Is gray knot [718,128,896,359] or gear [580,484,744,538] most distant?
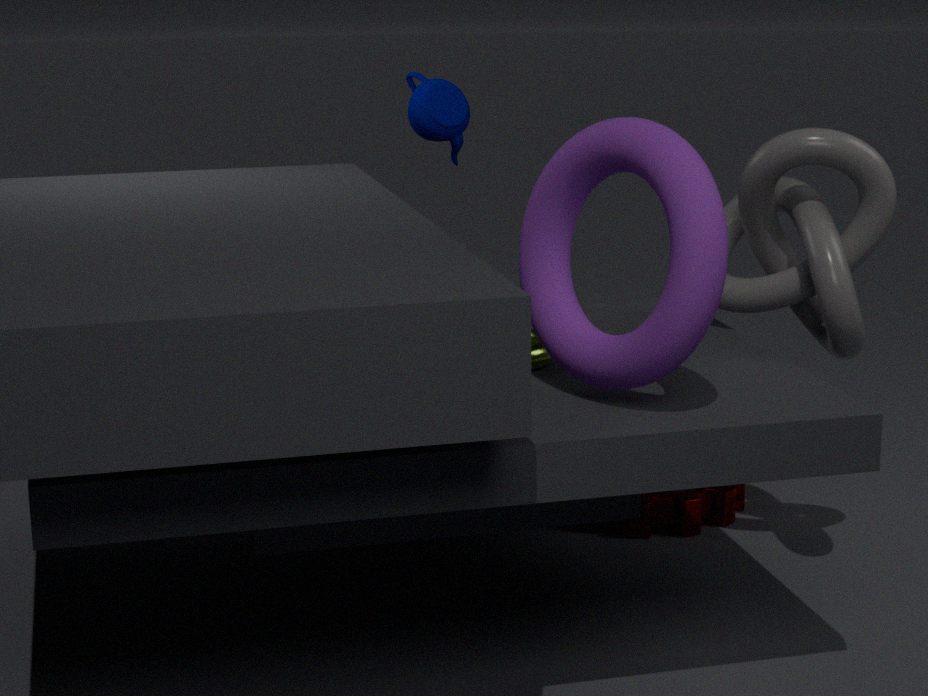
gear [580,484,744,538]
